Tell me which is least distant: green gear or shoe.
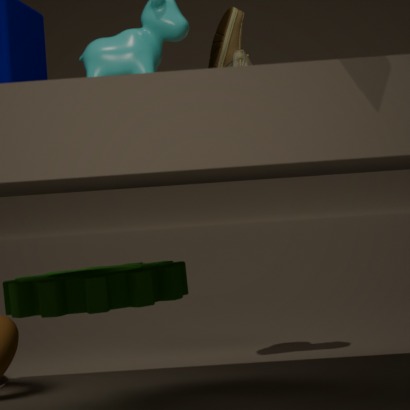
green gear
